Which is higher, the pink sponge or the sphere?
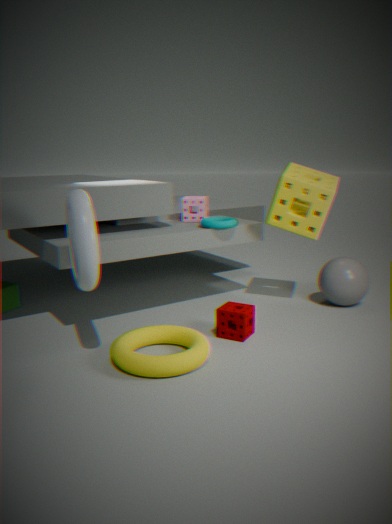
the pink sponge
